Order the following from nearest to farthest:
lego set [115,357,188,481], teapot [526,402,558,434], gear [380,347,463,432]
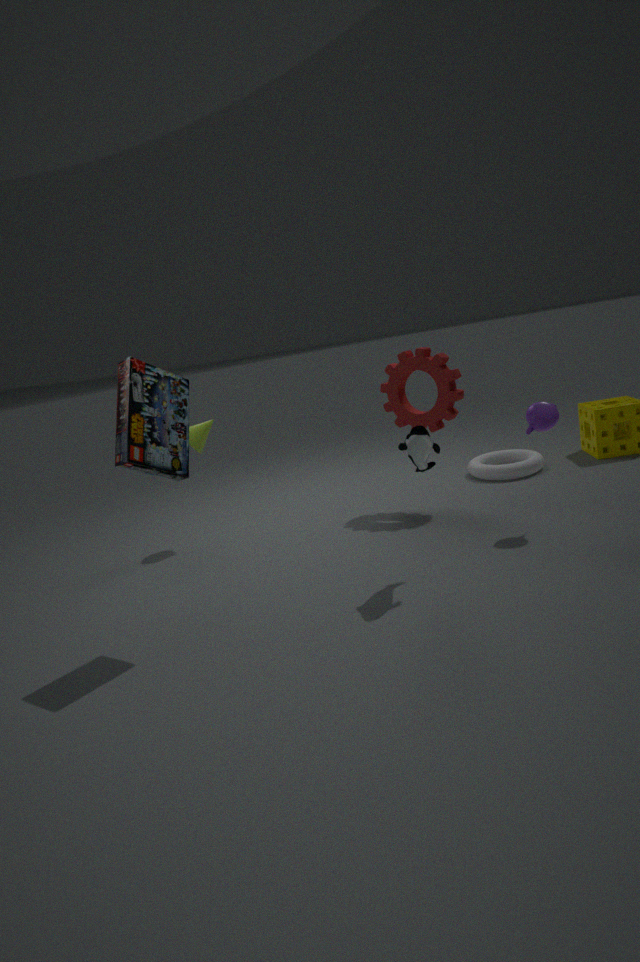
lego set [115,357,188,481]
teapot [526,402,558,434]
gear [380,347,463,432]
